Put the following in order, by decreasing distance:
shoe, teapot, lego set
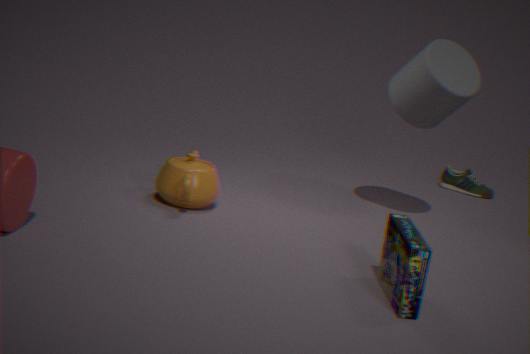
1. shoe
2. teapot
3. lego set
